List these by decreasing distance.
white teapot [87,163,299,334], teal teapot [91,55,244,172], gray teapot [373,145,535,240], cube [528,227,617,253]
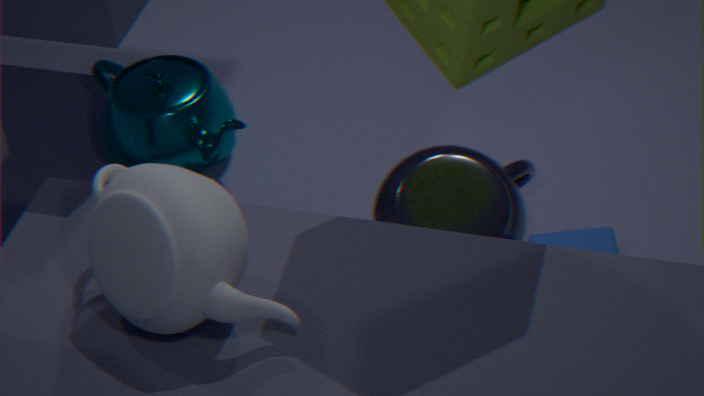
teal teapot [91,55,244,172] → gray teapot [373,145,535,240] → cube [528,227,617,253] → white teapot [87,163,299,334]
